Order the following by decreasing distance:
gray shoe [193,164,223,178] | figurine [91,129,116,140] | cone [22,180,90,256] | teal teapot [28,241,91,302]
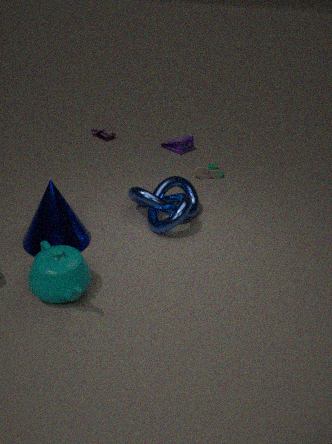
figurine [91,129,116,140], gray shoe [193,164,223,178], cone [22,180,90,256], teal teapot [28,241,91,302]
